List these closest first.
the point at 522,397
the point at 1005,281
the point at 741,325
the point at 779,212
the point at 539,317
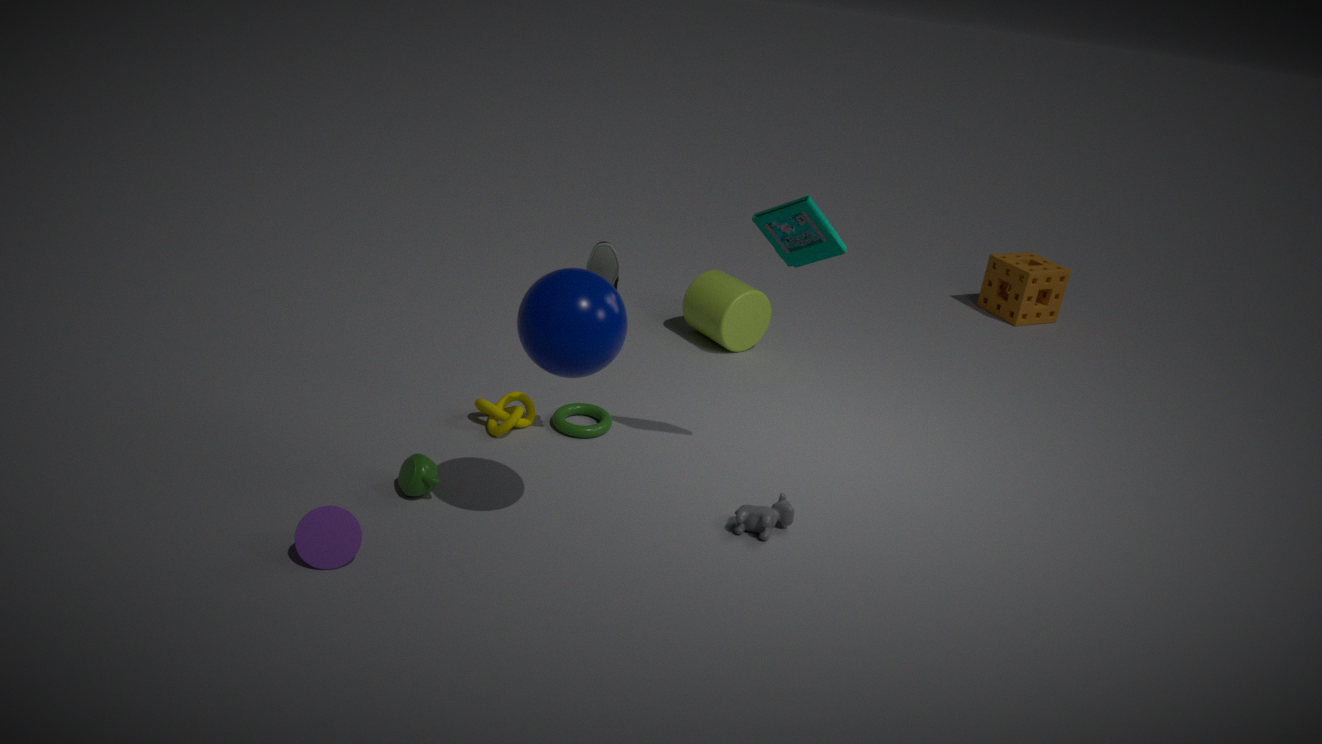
the point at 539,317, the point at 779,212, the point at 522,397, the point at 741,325, the point at 1005,281
